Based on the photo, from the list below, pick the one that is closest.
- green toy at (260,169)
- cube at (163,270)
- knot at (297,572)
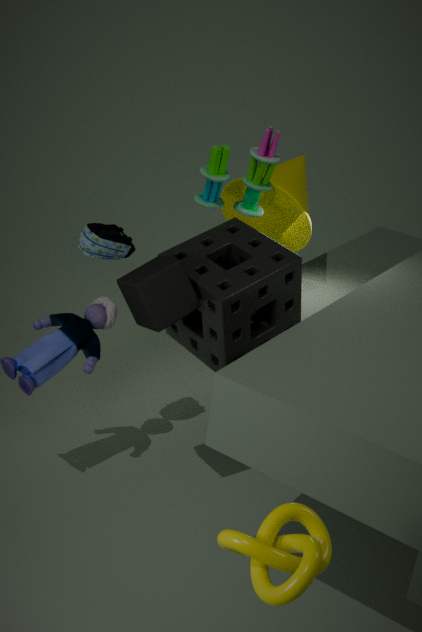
knot at (297,572)
